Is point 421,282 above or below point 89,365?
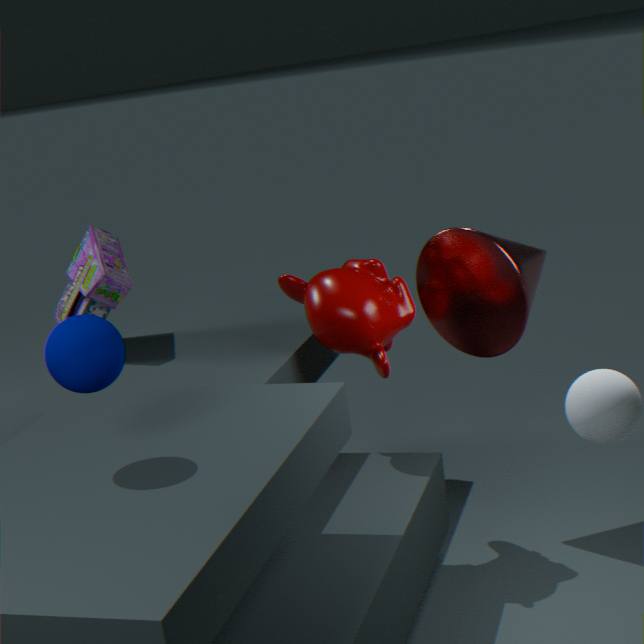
below
